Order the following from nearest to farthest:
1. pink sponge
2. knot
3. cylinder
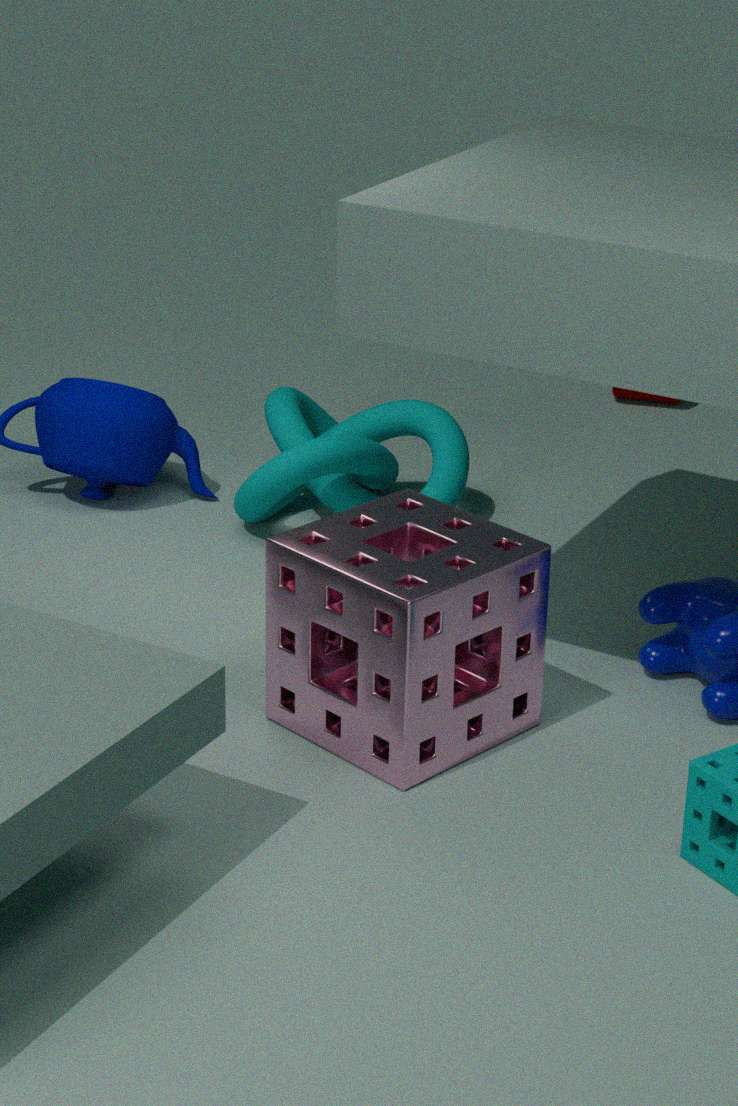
pink sponge, knot, cylinder
